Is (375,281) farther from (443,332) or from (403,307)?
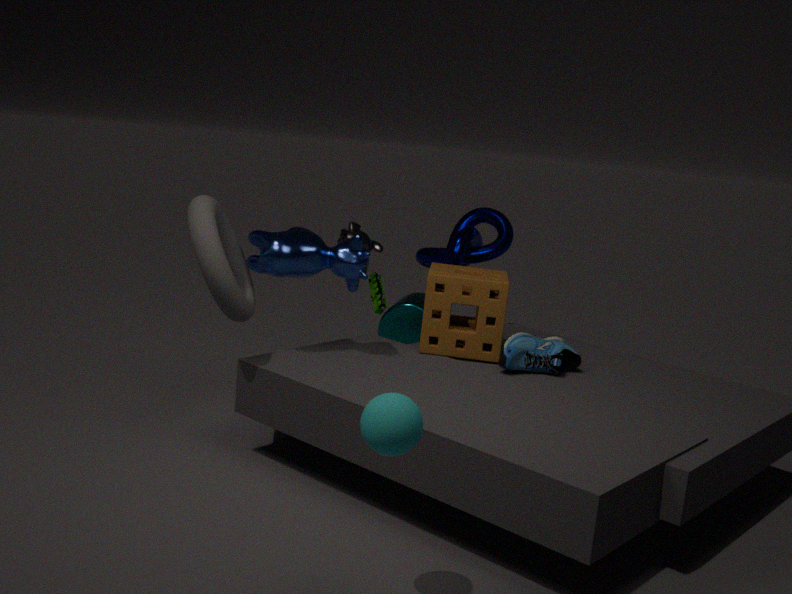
(403,307)
